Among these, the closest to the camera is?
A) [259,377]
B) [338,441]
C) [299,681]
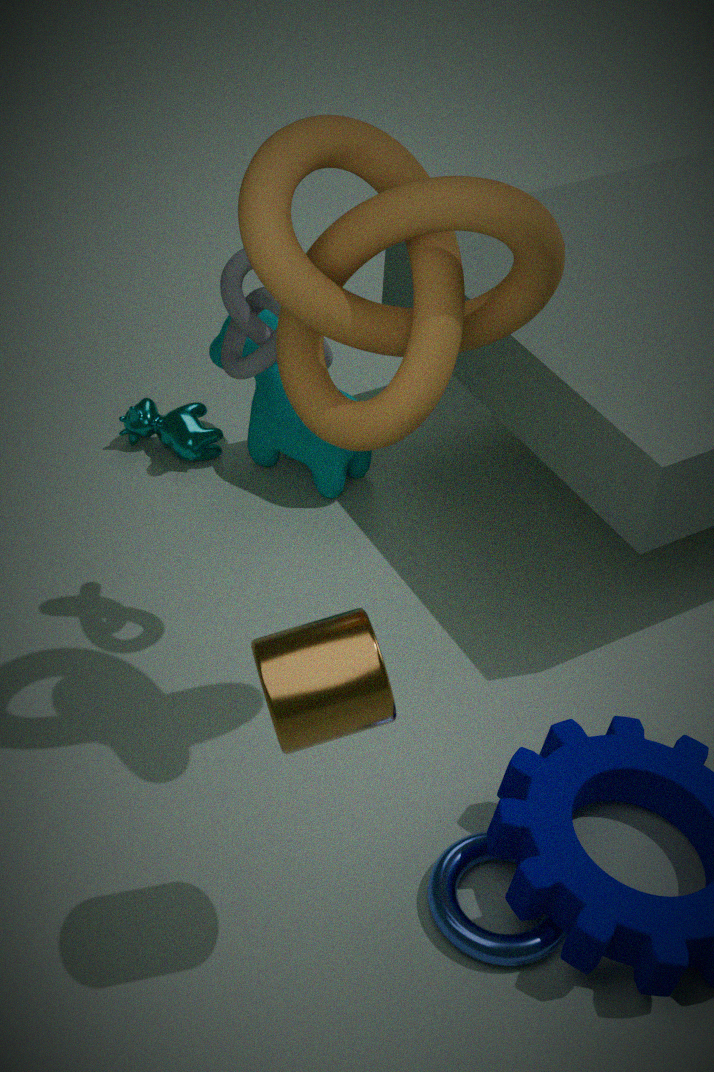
[299,681]
